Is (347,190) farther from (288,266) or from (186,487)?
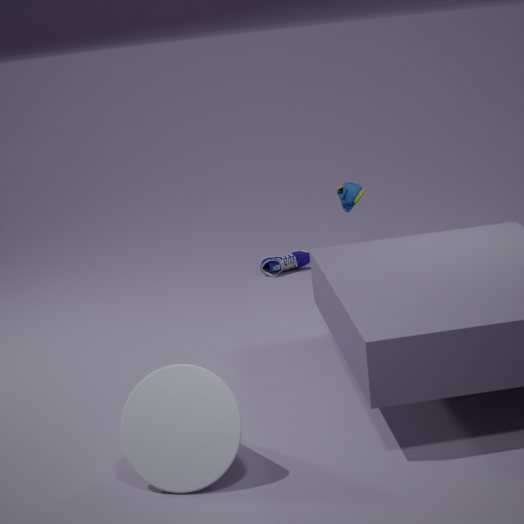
(186,487)
